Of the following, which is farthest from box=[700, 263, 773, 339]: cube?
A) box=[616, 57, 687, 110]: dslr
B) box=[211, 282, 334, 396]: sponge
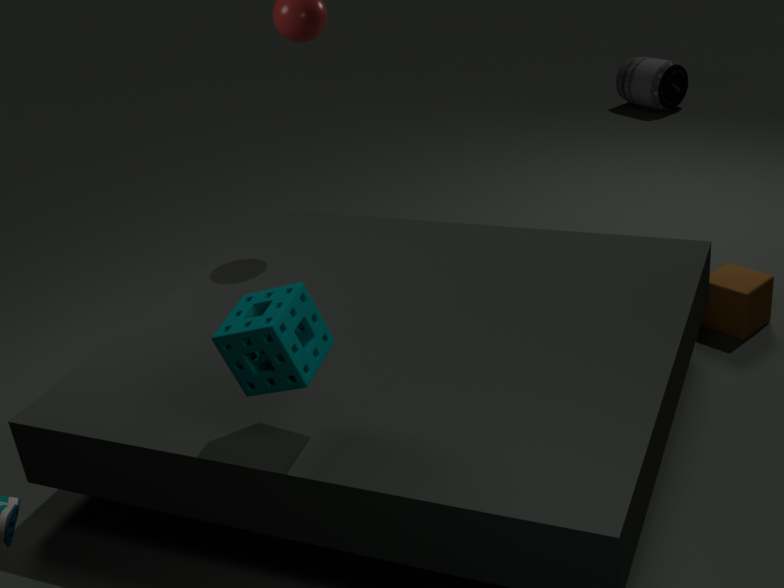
box=[616, 57, 687, 110]: dslr
